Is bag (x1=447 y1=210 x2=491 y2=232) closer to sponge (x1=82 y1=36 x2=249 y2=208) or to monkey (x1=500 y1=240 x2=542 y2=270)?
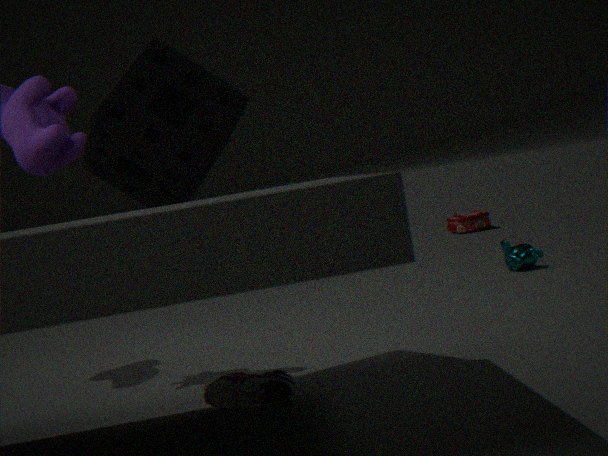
monkey (x1=500 y1=240 x2=542 y2=270)
